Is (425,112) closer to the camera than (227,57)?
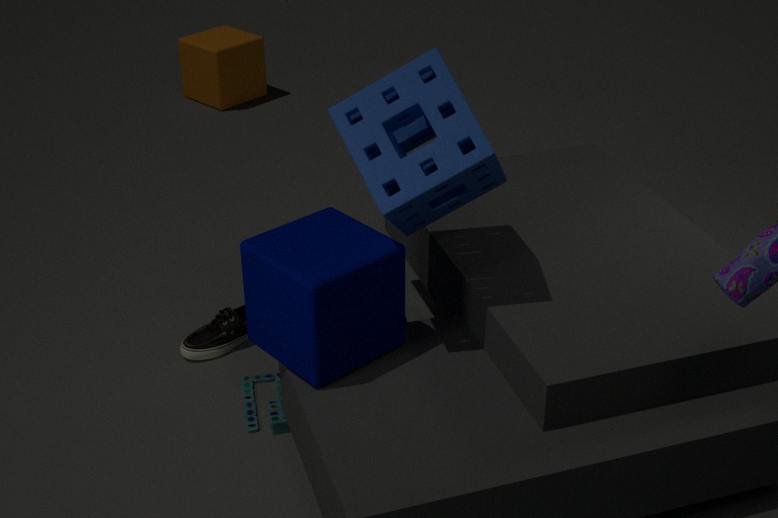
Yes
